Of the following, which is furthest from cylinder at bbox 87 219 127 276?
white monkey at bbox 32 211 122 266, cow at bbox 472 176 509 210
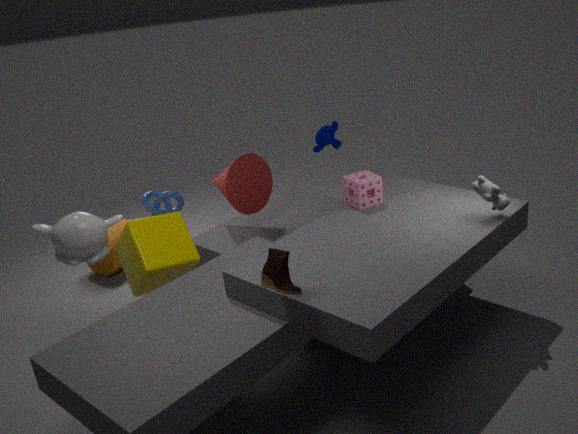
cow at bbox 472 176 509 210
